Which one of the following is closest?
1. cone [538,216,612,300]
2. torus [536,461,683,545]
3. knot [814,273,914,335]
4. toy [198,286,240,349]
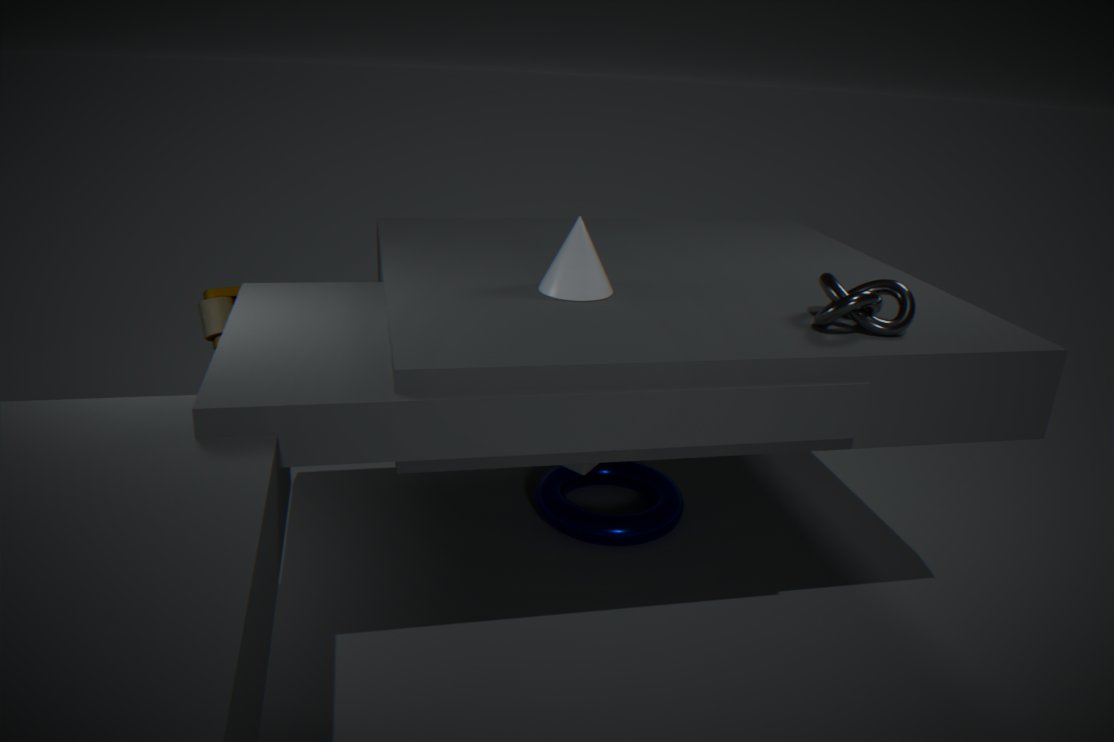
knot [814,273,914,335]
